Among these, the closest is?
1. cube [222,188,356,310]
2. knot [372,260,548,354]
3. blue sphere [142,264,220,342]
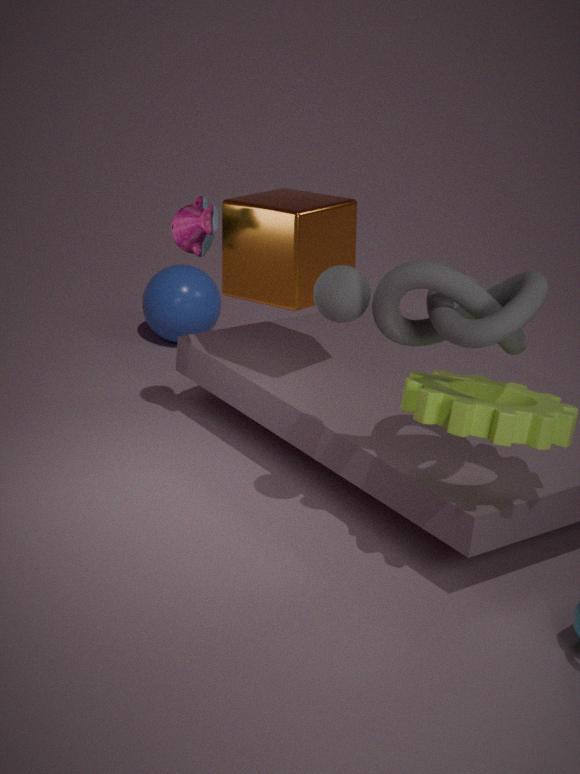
knot [372,260,548,354]
